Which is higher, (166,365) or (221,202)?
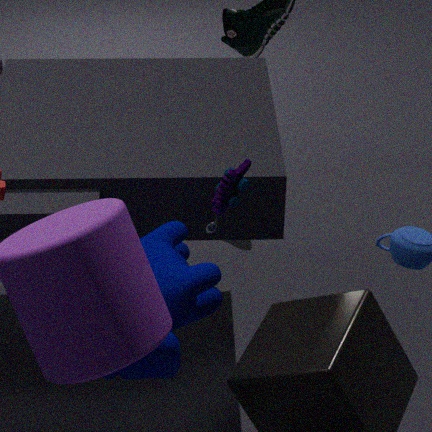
(221,202)
